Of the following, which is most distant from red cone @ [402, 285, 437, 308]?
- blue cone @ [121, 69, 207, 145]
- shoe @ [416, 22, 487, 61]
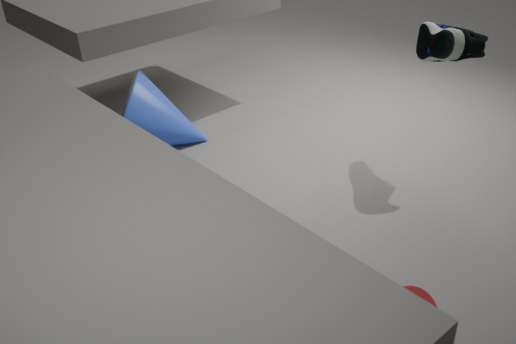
blue cone @ [121, 69, 207, 145]
